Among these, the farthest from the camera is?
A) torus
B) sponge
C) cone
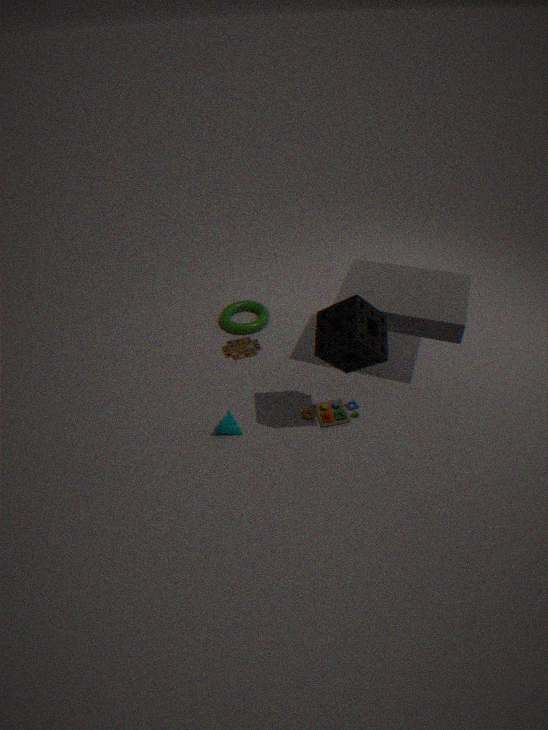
torus
